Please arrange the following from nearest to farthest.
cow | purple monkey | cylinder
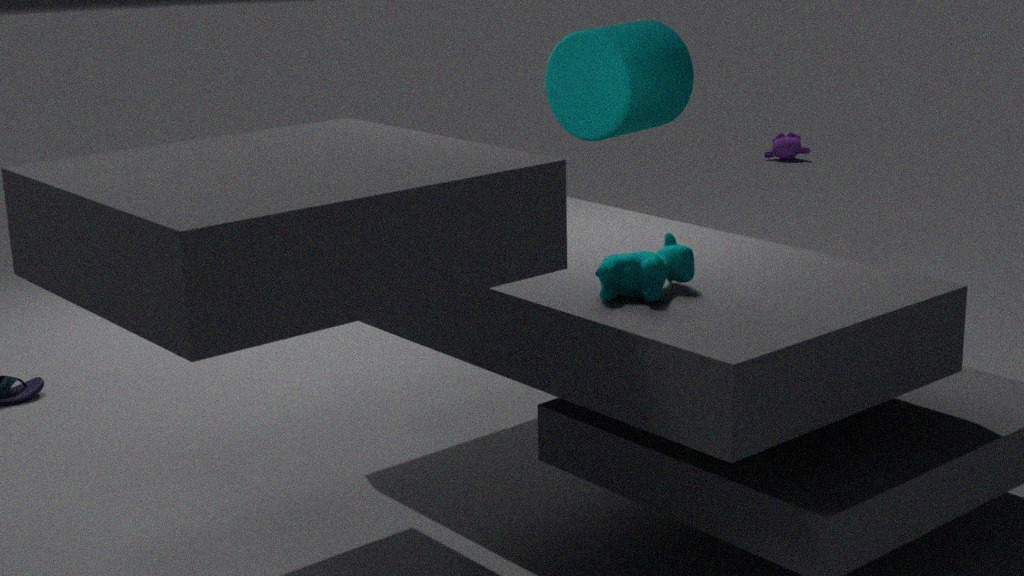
cow < cylinder < purple monkey
